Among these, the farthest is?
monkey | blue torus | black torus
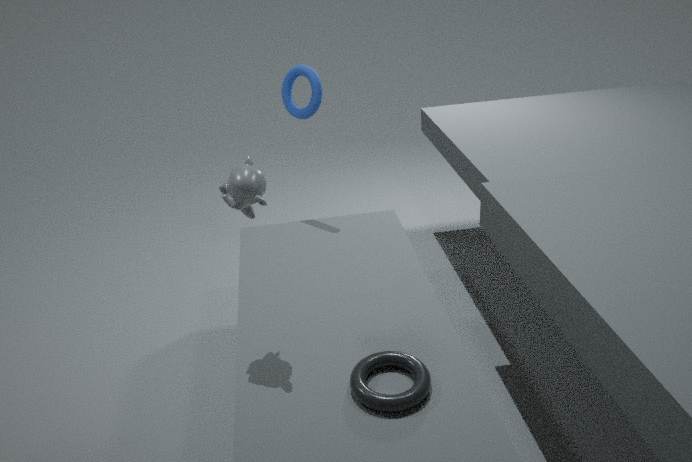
blue torus
